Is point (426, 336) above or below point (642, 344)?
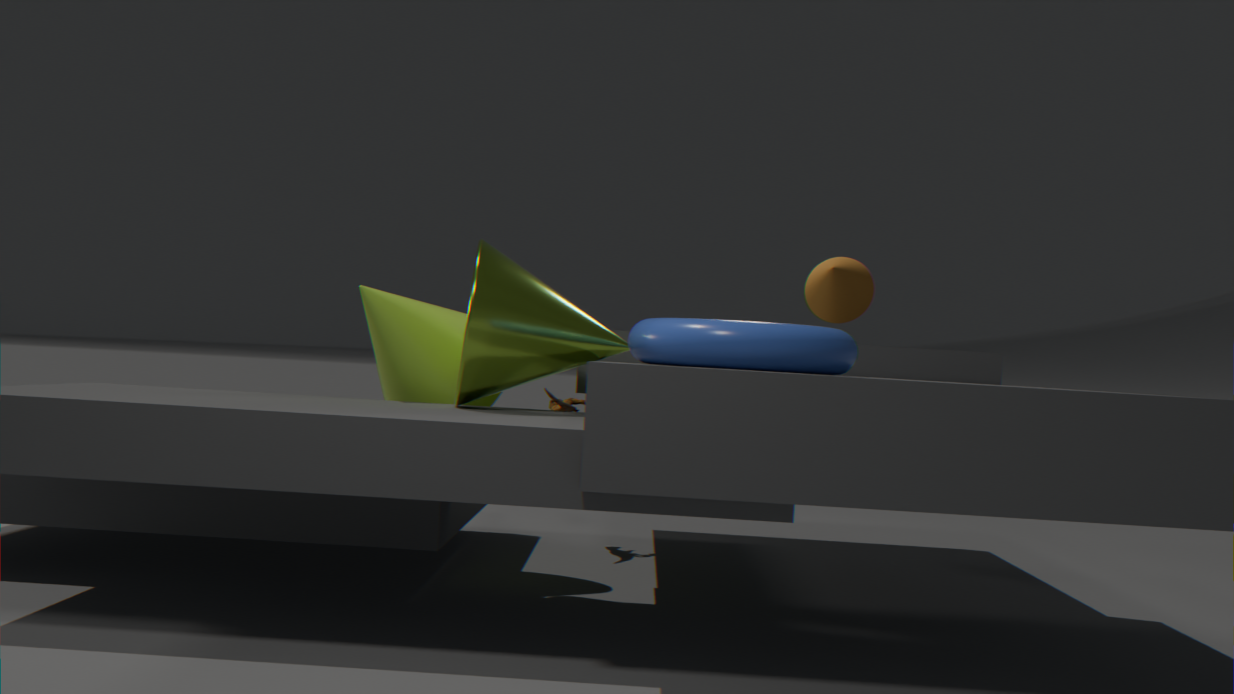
below
